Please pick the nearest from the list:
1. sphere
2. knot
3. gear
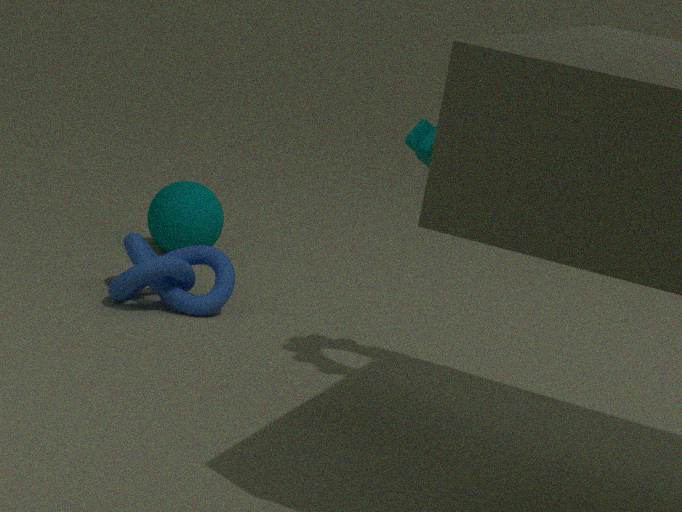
gear
